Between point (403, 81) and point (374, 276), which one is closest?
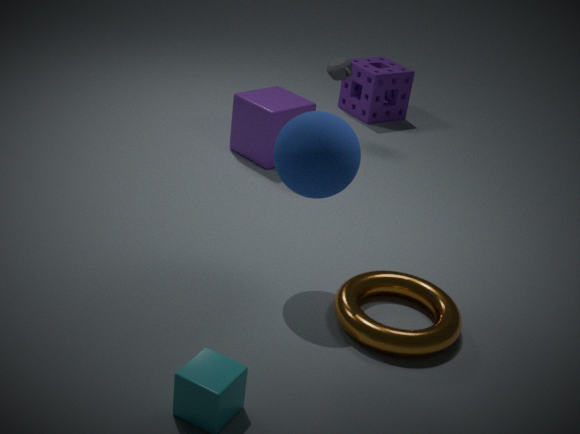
point (374, 276)
